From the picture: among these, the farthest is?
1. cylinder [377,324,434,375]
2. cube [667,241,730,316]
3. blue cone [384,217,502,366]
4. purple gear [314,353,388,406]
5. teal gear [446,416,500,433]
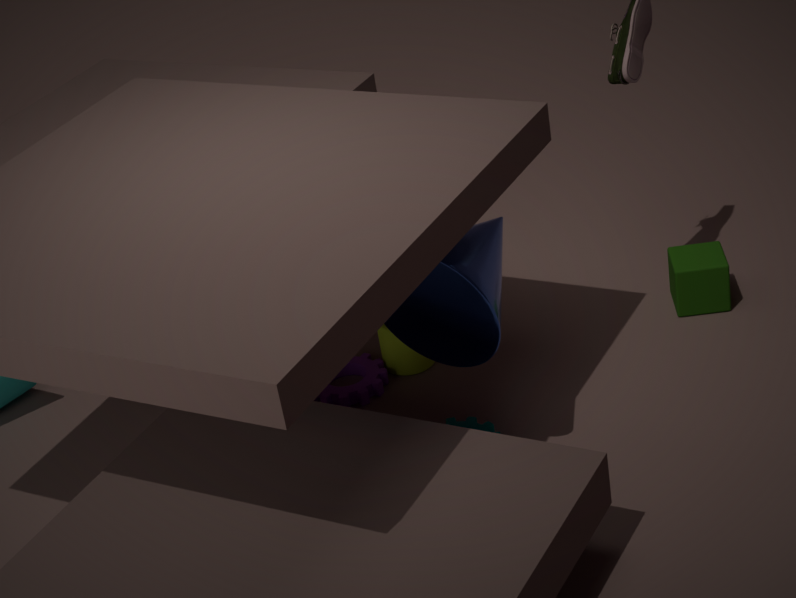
cube [667,241,730,316]
